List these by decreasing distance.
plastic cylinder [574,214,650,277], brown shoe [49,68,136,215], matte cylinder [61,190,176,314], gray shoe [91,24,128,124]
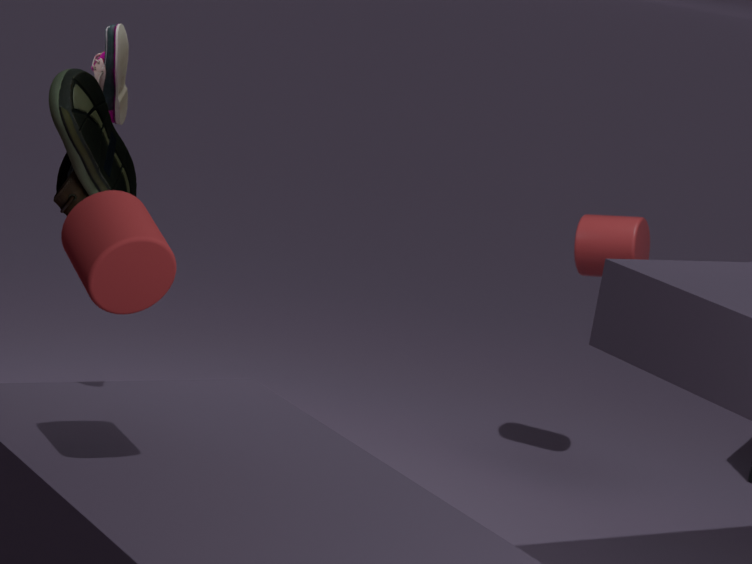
plastic cylinder [574,214,650,277], gray shoe [91,24,128,124], brown shoe [49,68,136,215], matte cylinder [61,190,176,314]
